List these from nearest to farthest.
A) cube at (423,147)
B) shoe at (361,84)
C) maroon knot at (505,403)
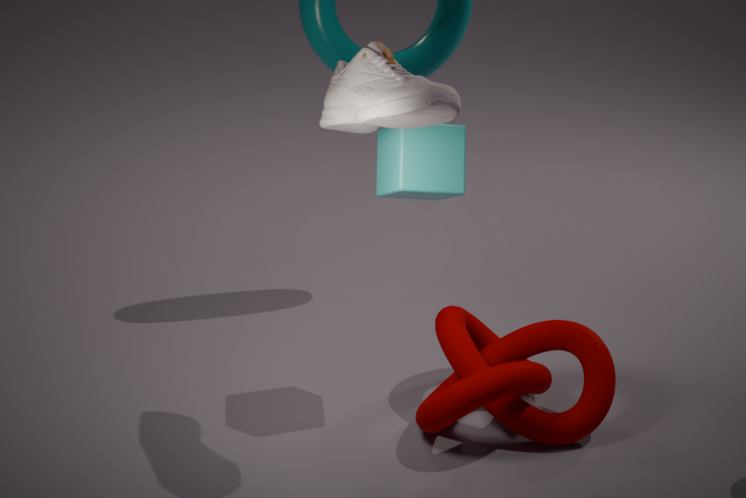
shoe at (361,84)
maroon knot at (505,403)
cube at (423,147)
